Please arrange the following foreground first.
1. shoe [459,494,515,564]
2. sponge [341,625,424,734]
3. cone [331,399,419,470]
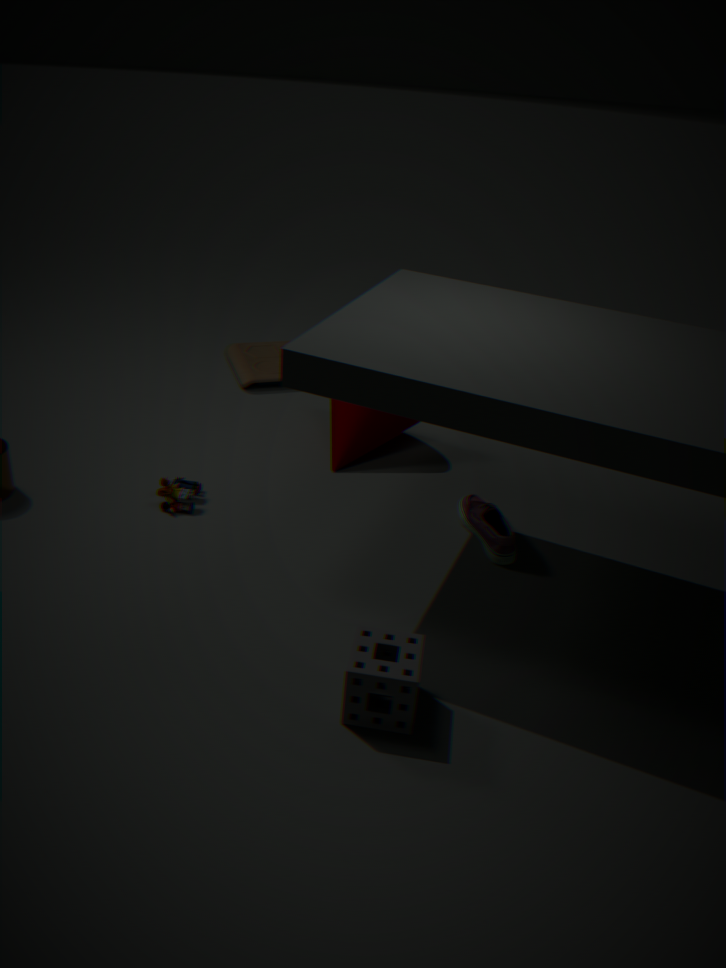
sponge [341,625,424,734]
shoe [459,494,515,564]
cone [331,399,419,470]
